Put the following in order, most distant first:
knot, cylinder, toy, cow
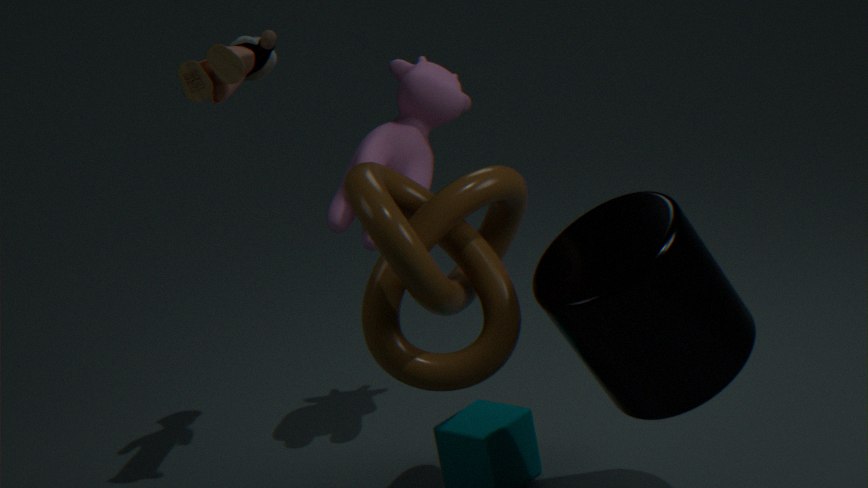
cow → toy → knot → cylinder
